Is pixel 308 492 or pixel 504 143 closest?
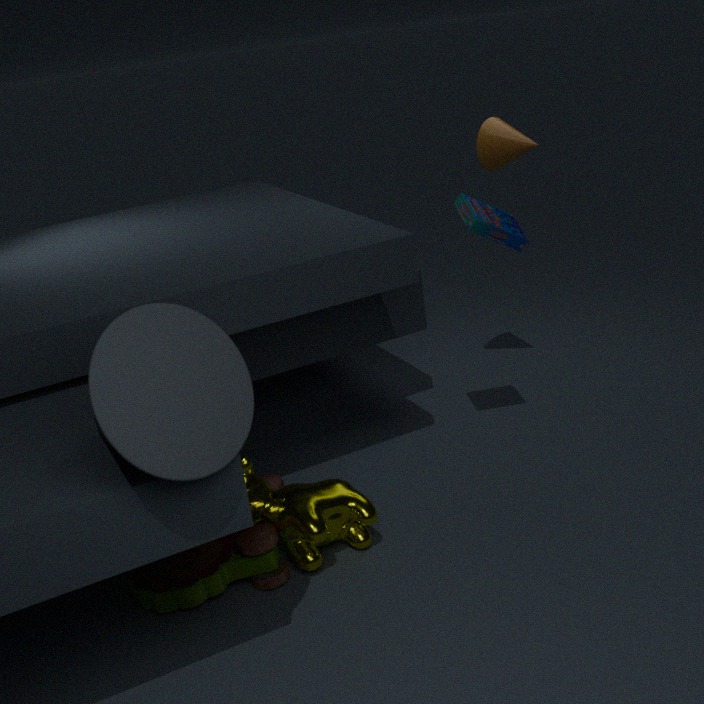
pixel 308 492
